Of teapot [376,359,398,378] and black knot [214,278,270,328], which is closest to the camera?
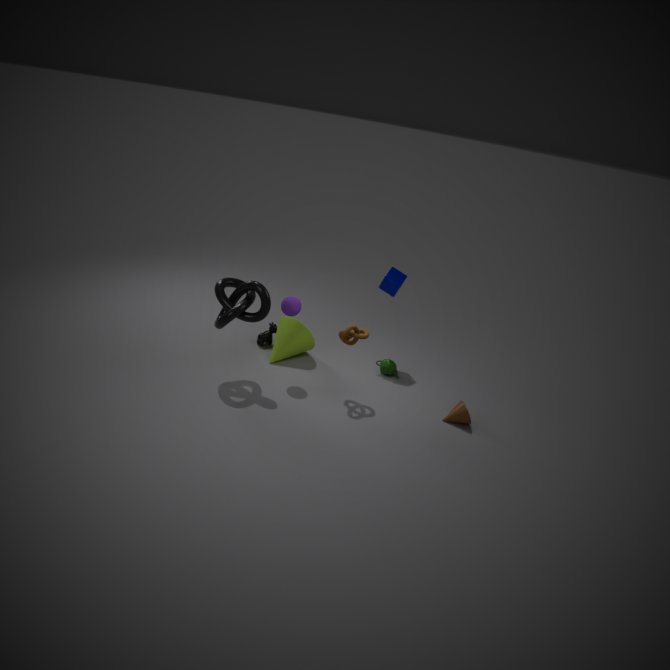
black knot [214,278,270,328]
